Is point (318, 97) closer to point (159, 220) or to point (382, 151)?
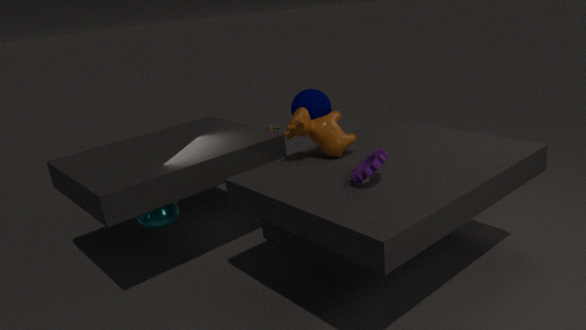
point (382, 151)
